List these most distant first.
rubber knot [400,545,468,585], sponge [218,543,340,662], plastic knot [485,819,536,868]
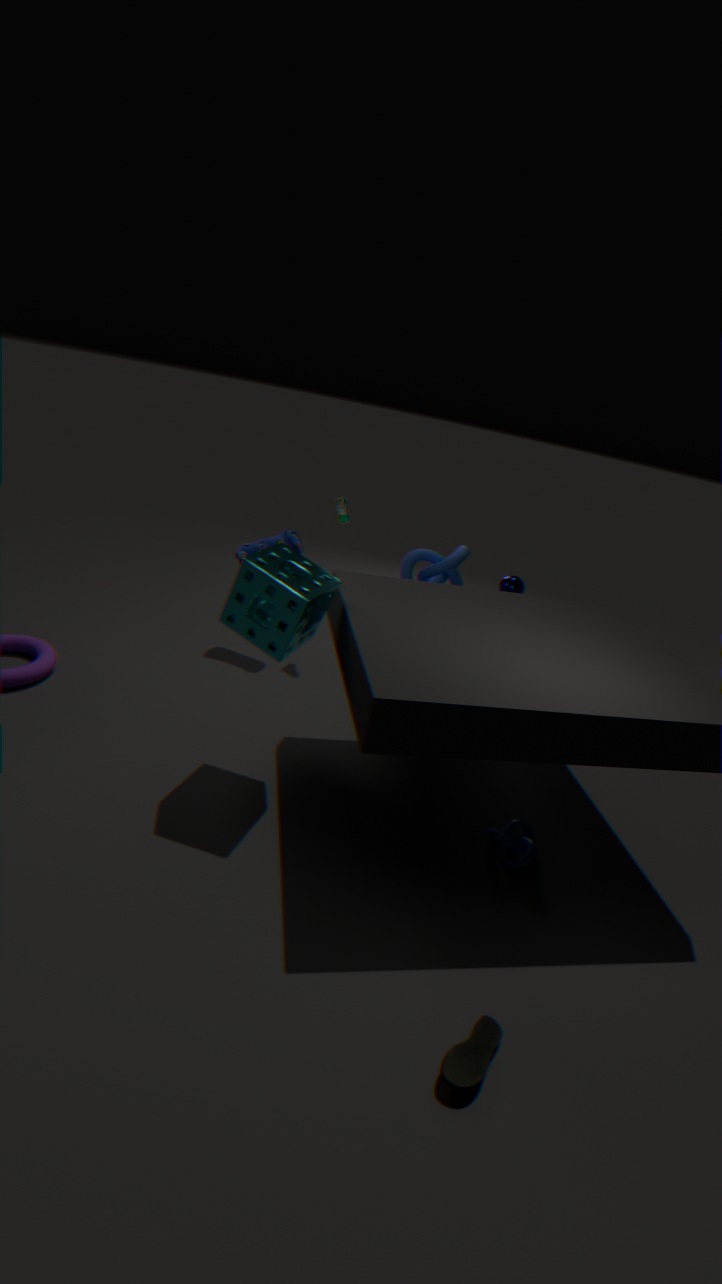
rubber knot [400,545,468,585]
plastic knot [485,819,536,868]
sponge [218,543,340,662]
